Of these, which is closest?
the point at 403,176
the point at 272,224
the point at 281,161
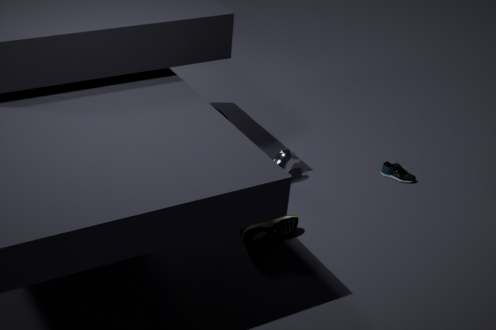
the point at 272,224
